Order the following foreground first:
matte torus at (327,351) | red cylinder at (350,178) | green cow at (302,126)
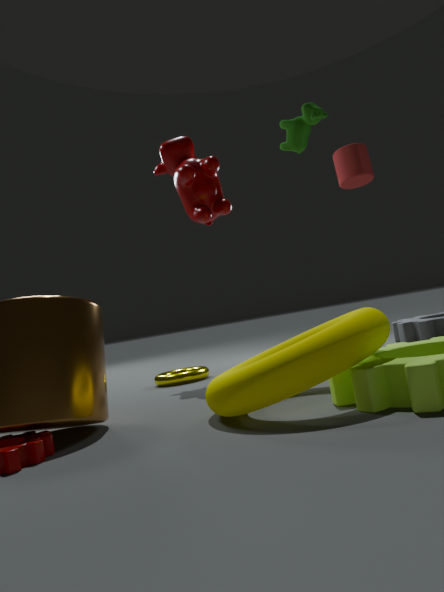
1. matte torus at (327,351)
2. green cow at (302,126)
3. red cylinder at (350,178)
